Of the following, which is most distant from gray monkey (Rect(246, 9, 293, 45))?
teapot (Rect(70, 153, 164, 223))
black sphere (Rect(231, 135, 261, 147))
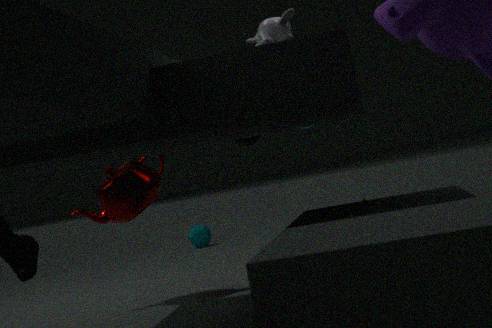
teapot (Rect(70, 153, 164, 223))
